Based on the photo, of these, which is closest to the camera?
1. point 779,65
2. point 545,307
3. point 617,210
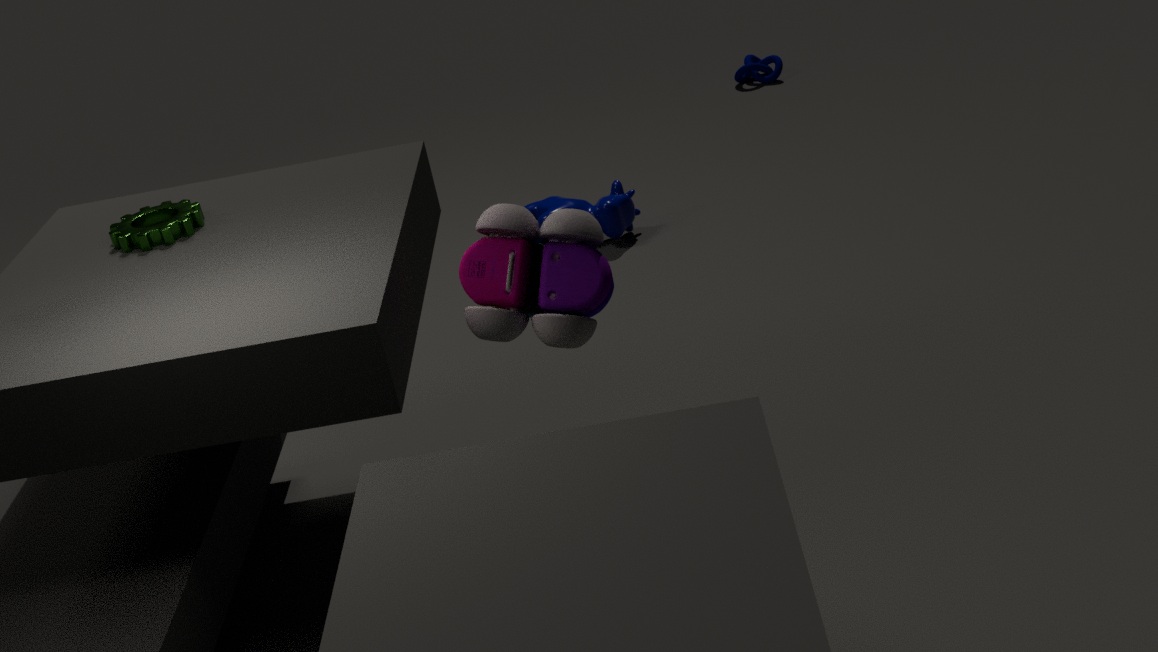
point 545,307
